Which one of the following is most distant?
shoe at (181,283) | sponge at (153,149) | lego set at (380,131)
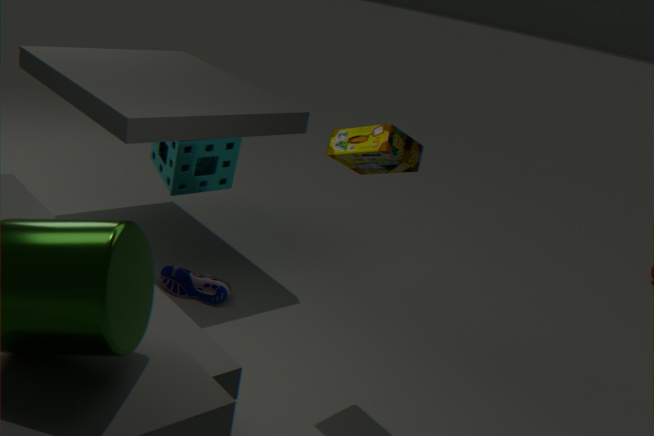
sponge at (153,149)
